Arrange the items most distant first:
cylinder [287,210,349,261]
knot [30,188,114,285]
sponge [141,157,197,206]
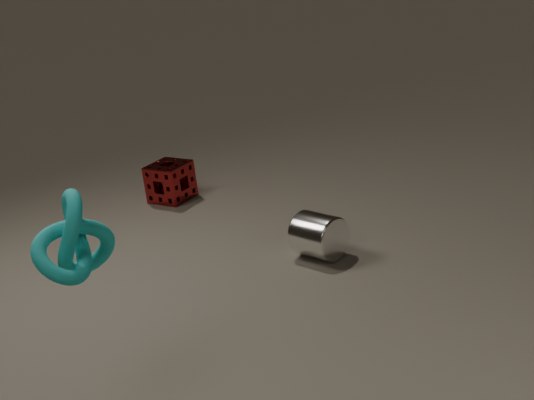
sponge [141,157,197,206]
cylinder [287,210,349,261]
knot [30,188,114,285]
